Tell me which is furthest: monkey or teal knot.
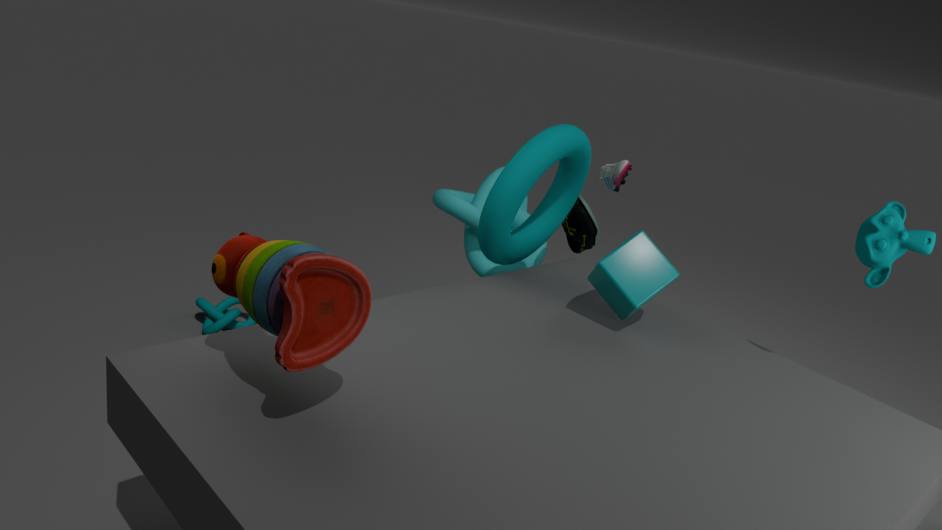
teal knot
